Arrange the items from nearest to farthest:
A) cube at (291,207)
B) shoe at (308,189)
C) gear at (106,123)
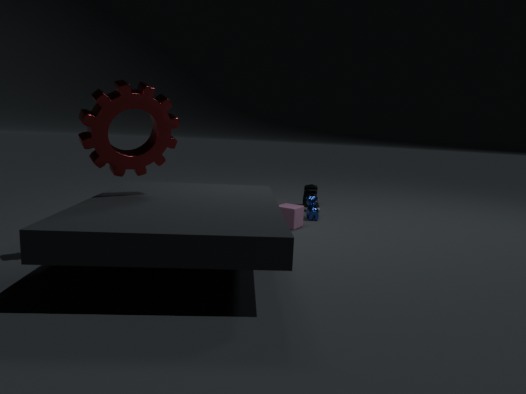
1. gear at (106,123)
2. cube at (291,207)
3. shoe at (308,189)
